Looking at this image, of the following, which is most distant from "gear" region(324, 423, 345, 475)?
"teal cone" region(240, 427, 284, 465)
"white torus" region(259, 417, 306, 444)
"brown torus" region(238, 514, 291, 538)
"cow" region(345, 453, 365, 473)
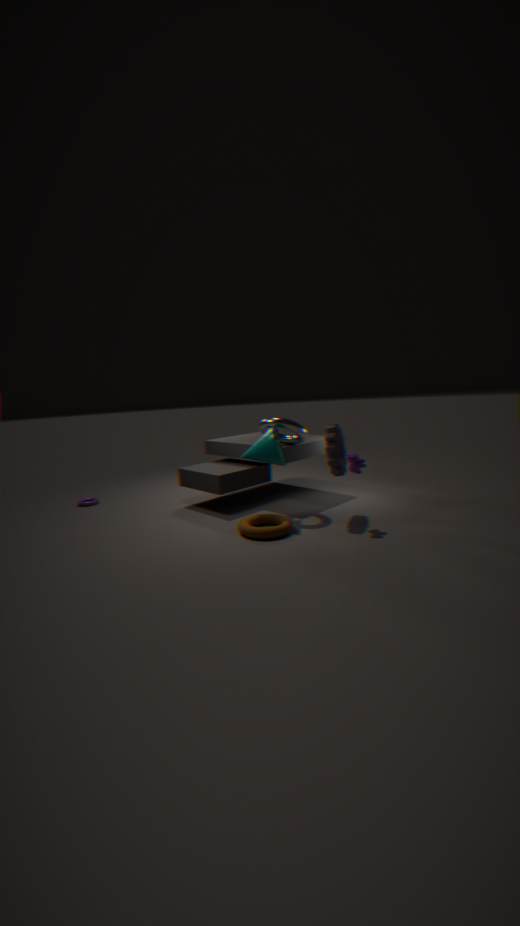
"brown torus" region(238, 514, 291, 538)
